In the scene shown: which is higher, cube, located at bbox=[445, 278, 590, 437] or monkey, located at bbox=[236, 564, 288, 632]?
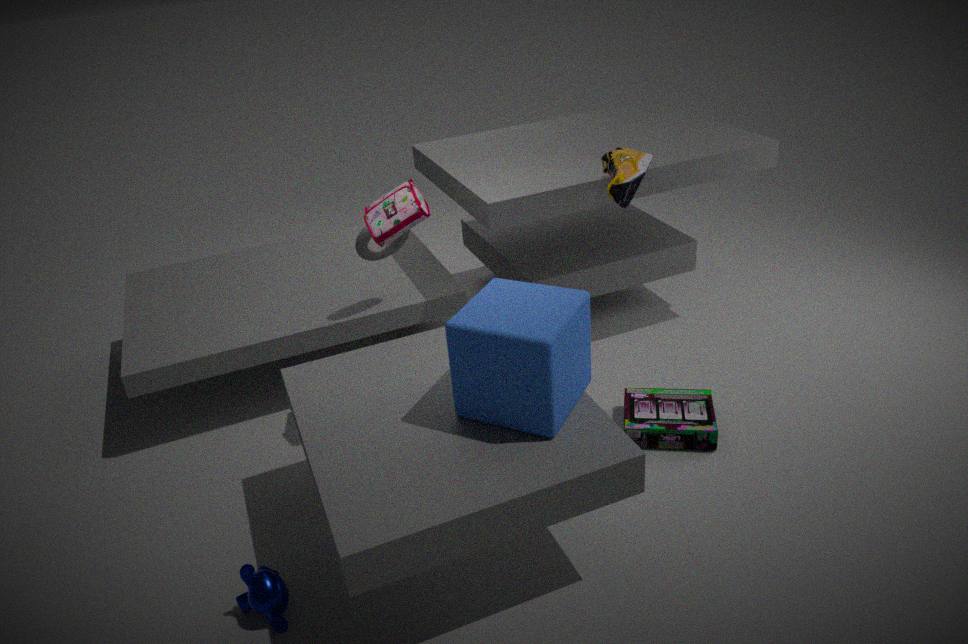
cube, located at bbox=[445, 278, 590, 437]
